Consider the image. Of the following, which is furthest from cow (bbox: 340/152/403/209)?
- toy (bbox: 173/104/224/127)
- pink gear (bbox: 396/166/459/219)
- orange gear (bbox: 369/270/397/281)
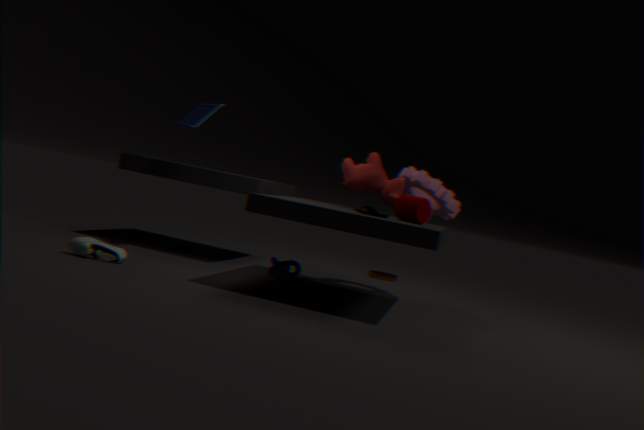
orange gear (bbox: 369/270/397/281)
